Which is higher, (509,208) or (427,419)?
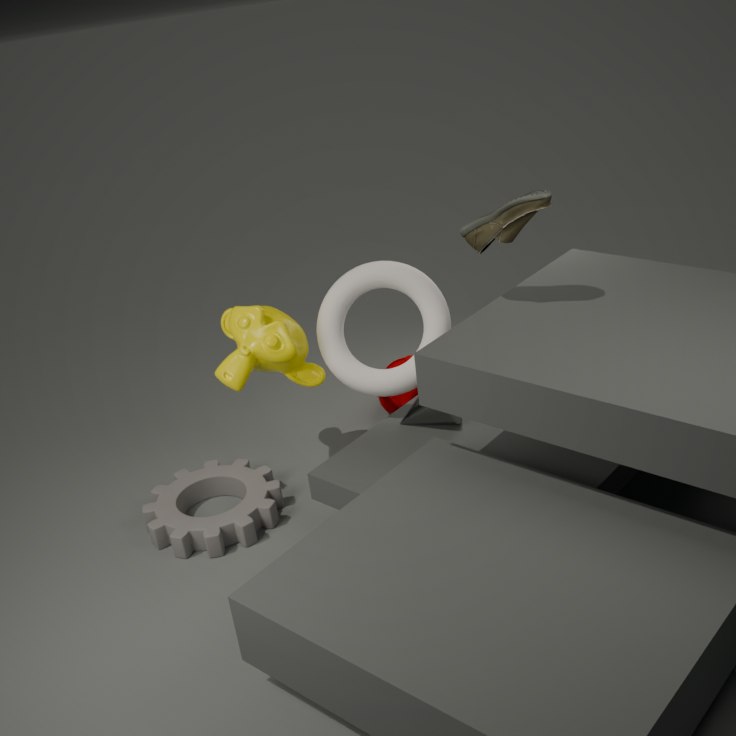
(509,208)
